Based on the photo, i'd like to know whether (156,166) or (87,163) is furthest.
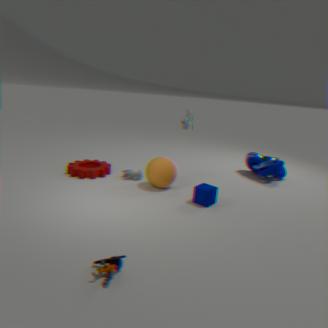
(87,163)
